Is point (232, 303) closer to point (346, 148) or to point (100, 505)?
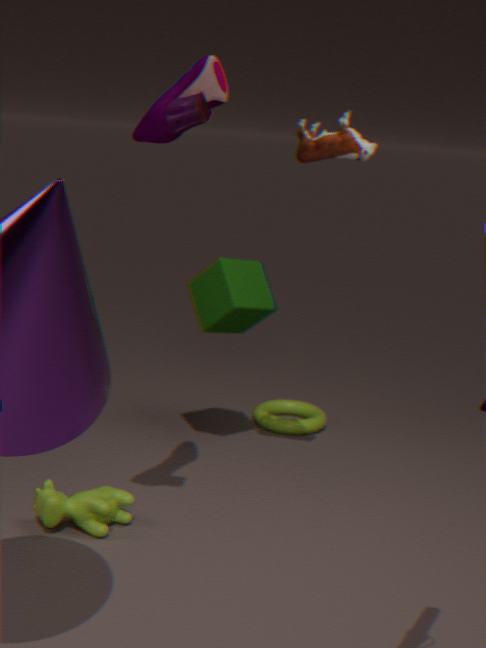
point (346, 148)
